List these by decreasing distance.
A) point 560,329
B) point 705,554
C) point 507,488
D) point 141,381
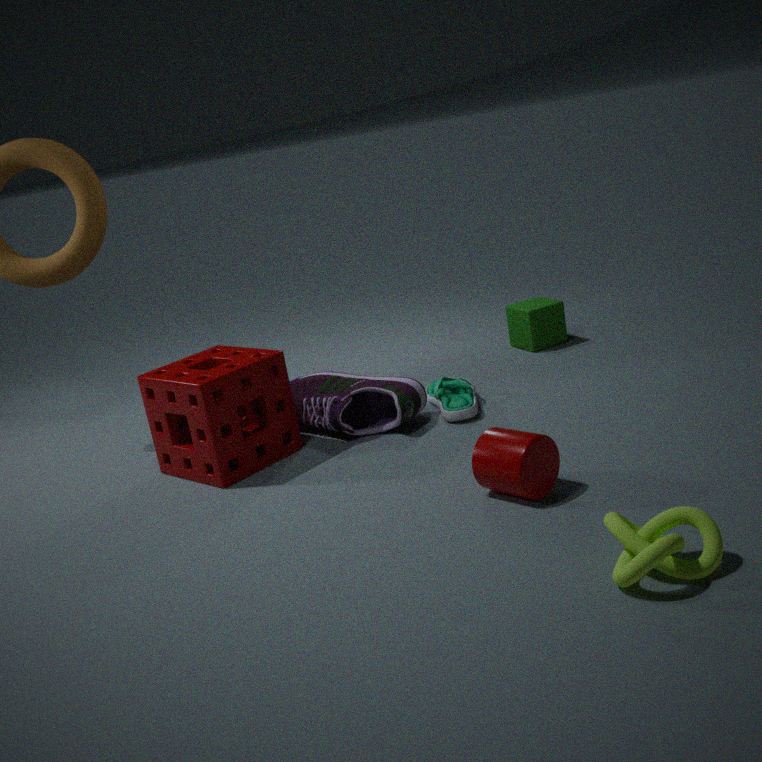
point 560,329
point 141,381
point 507,488
point 705,554
